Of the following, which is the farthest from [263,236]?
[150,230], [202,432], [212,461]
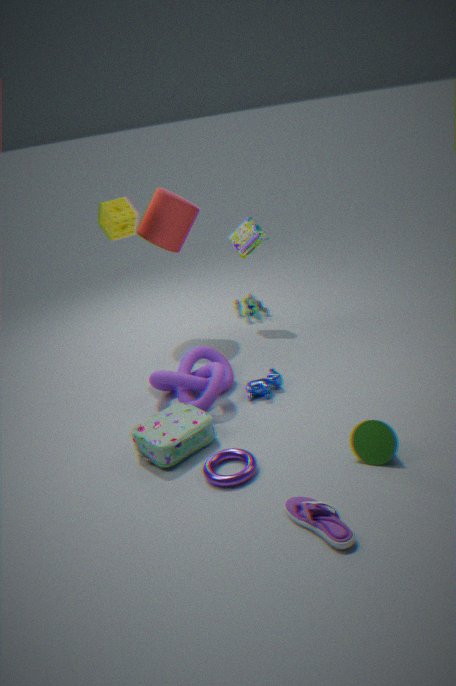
[212,461]
